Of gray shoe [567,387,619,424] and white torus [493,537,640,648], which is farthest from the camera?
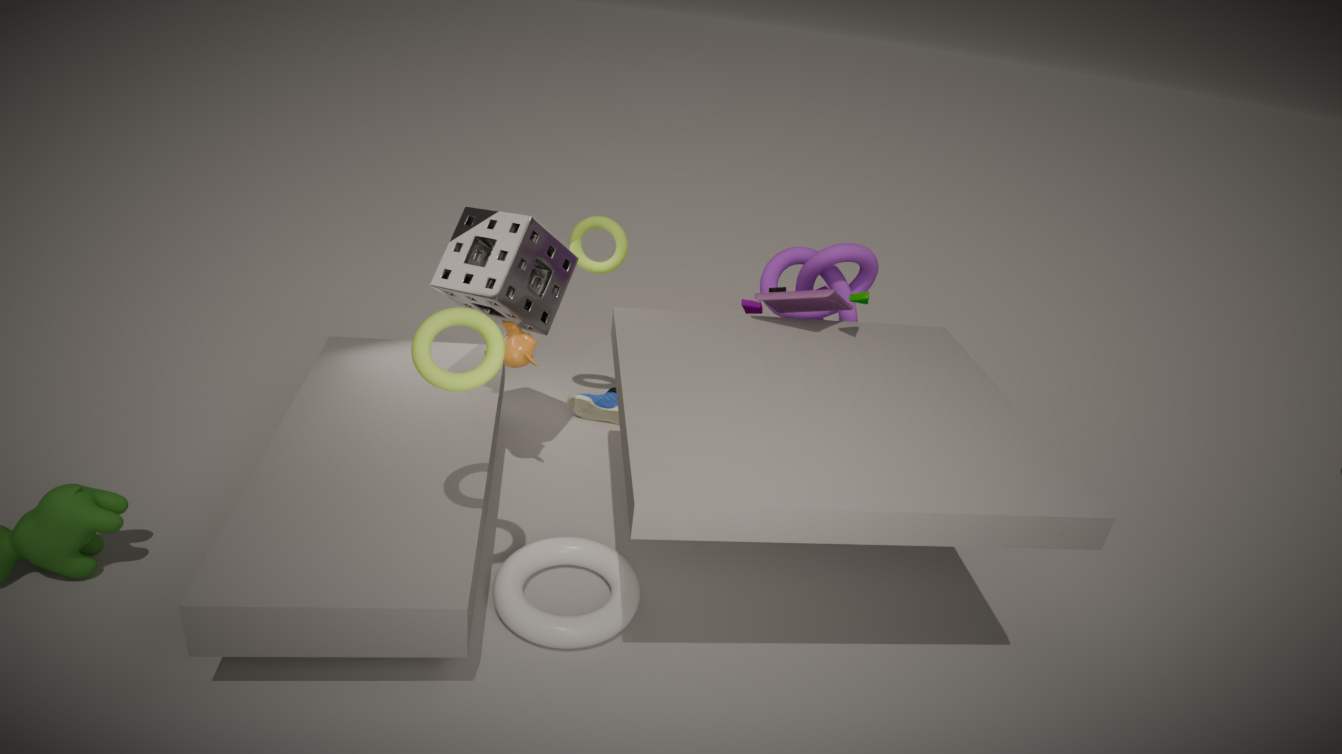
gray shoe [567,387,619,424]
